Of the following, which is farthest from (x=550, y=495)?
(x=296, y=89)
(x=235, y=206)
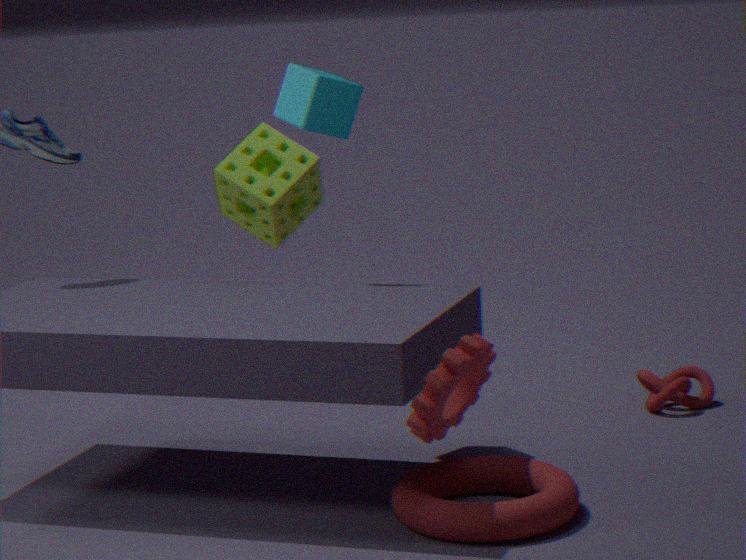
(x=296, y=89)
